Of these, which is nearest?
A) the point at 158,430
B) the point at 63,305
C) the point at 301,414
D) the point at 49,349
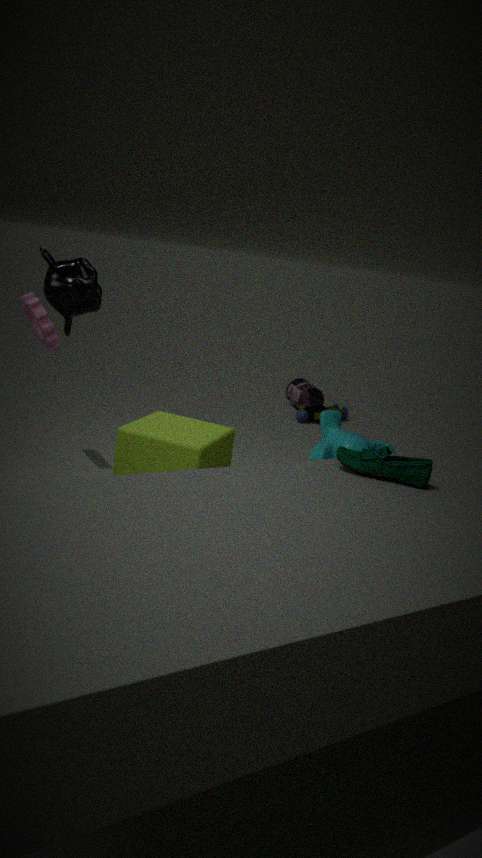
the point at 63,305
